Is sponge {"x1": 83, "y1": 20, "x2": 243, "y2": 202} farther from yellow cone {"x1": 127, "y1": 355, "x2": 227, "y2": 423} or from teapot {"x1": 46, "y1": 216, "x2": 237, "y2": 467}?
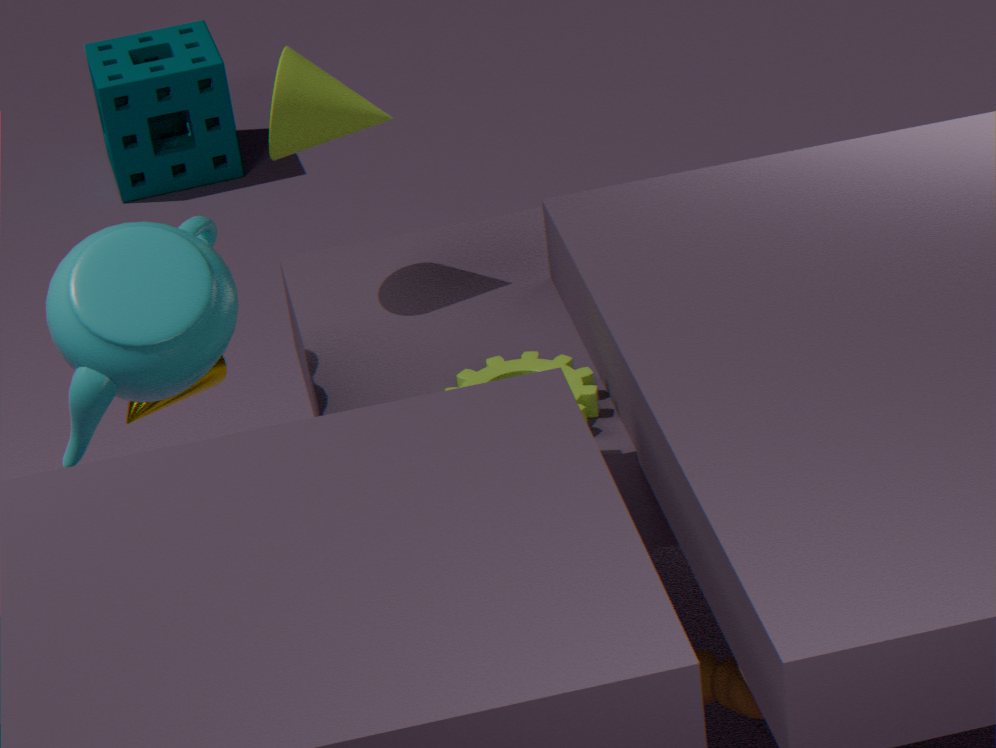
teapot {"x1": 46, "y1": 216, "x2": 237, "y2": 467}
